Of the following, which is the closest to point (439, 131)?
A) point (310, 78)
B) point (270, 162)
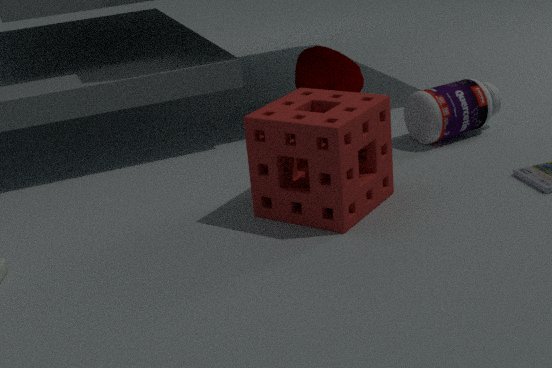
point (310, 78)
